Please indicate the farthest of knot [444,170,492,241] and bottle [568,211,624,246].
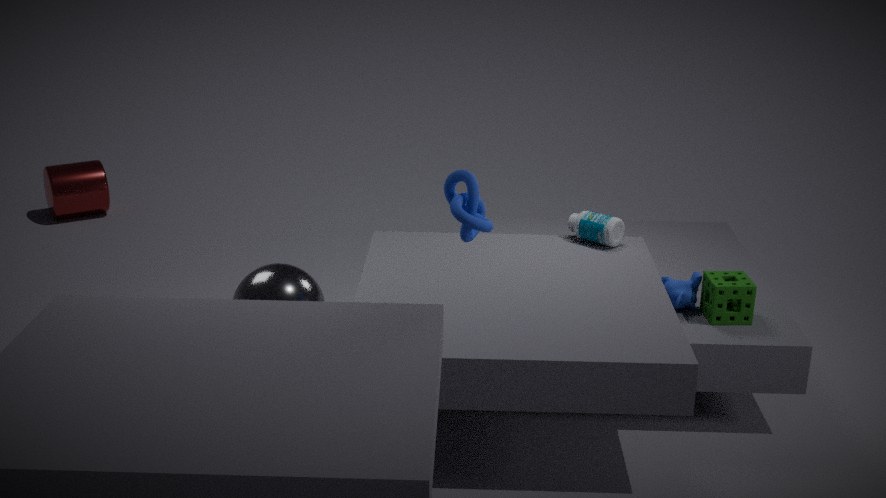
bottle [568,211,624,246]
